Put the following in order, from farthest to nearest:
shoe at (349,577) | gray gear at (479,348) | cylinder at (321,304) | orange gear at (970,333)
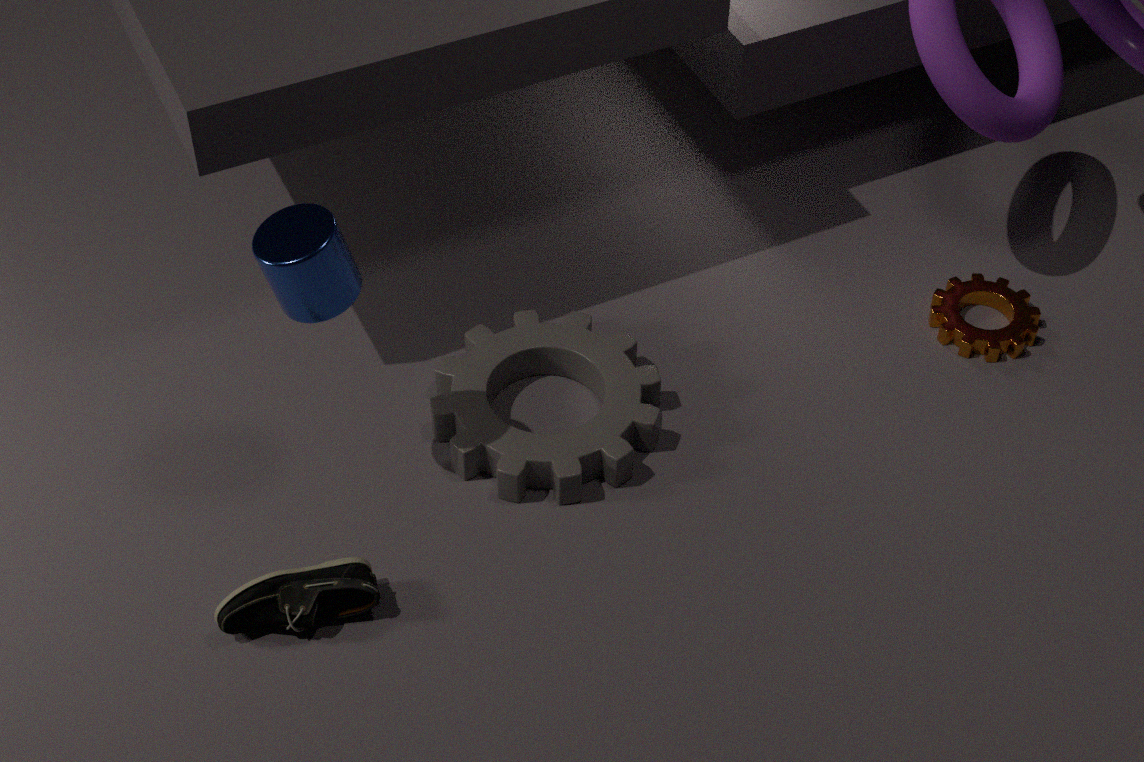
1. orange gear at (970,333)
2. gray gear at (479,348)
3. shoe at (349,577)
4. cylinder at (321,304)
